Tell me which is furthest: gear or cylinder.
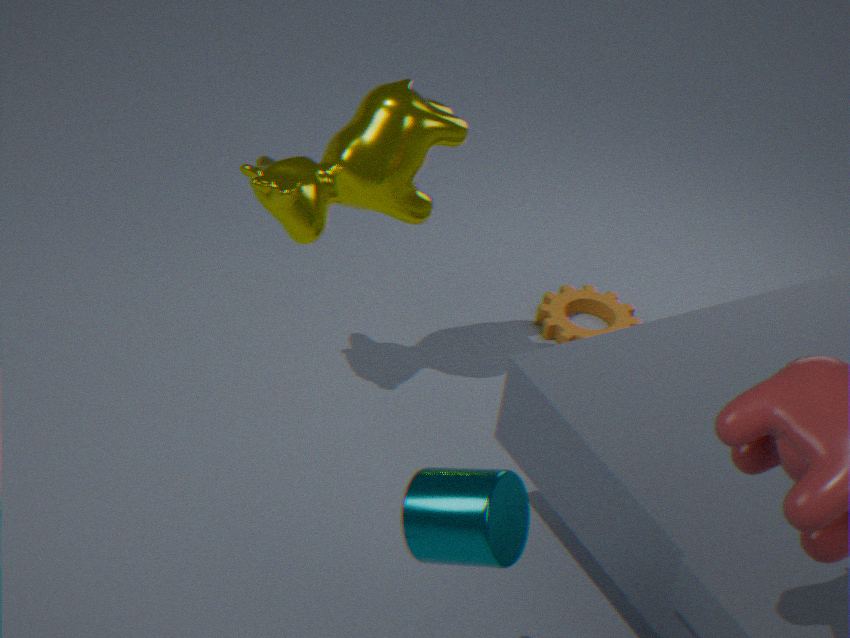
gear
